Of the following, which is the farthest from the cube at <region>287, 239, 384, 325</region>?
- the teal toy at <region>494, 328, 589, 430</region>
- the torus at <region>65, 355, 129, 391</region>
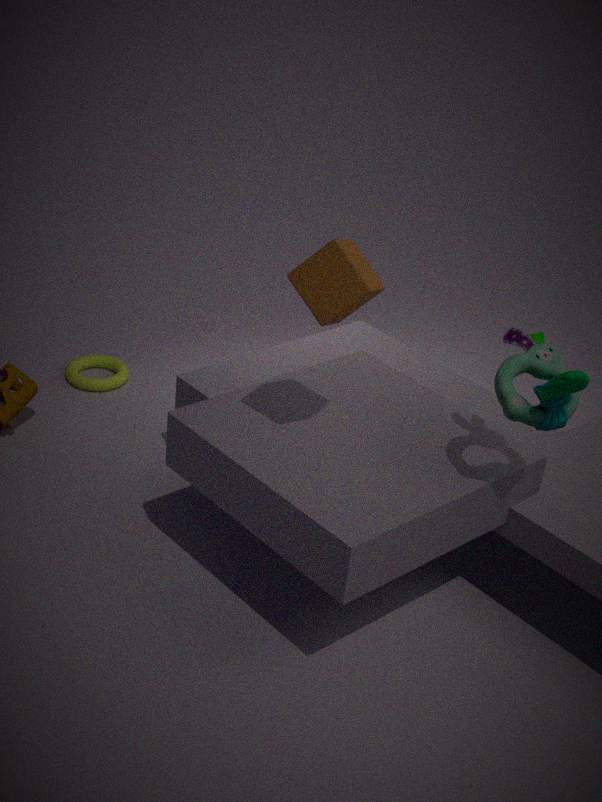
the torus at <region>65, 355, 129, 391</region>
